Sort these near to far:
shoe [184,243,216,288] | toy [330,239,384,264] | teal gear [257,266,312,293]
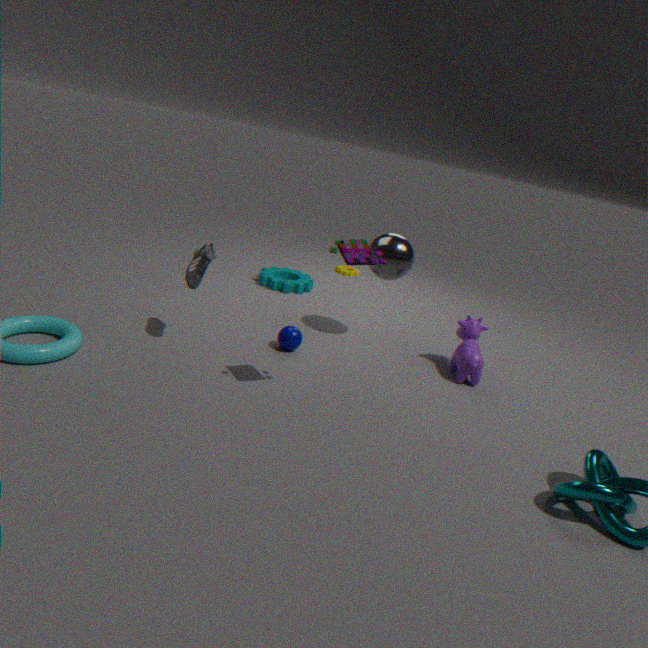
1. toy [330,239,384,264]
2. shoe [184,243,216,288]
3. teal gear [257,266,312,293]
